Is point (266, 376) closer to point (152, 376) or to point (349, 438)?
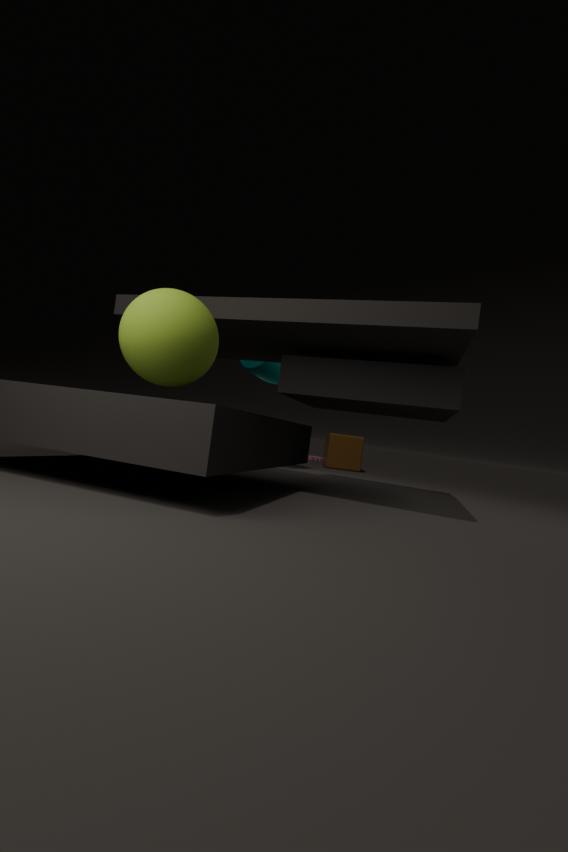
point (349, 438)
